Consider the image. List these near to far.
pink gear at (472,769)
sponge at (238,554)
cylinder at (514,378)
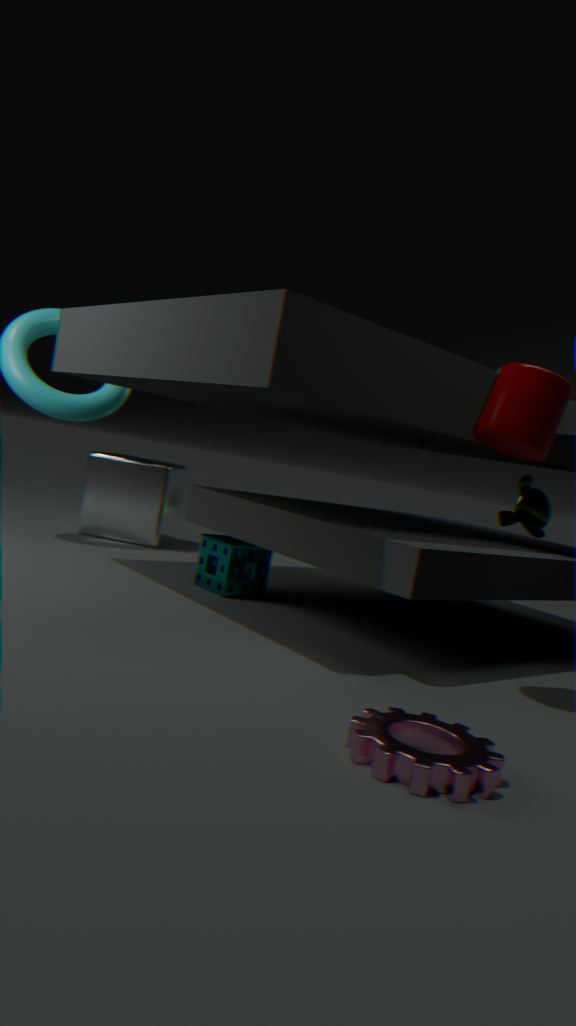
pink gear at (472,769)
cylinder at (514,378)
sponge at (238,554)
